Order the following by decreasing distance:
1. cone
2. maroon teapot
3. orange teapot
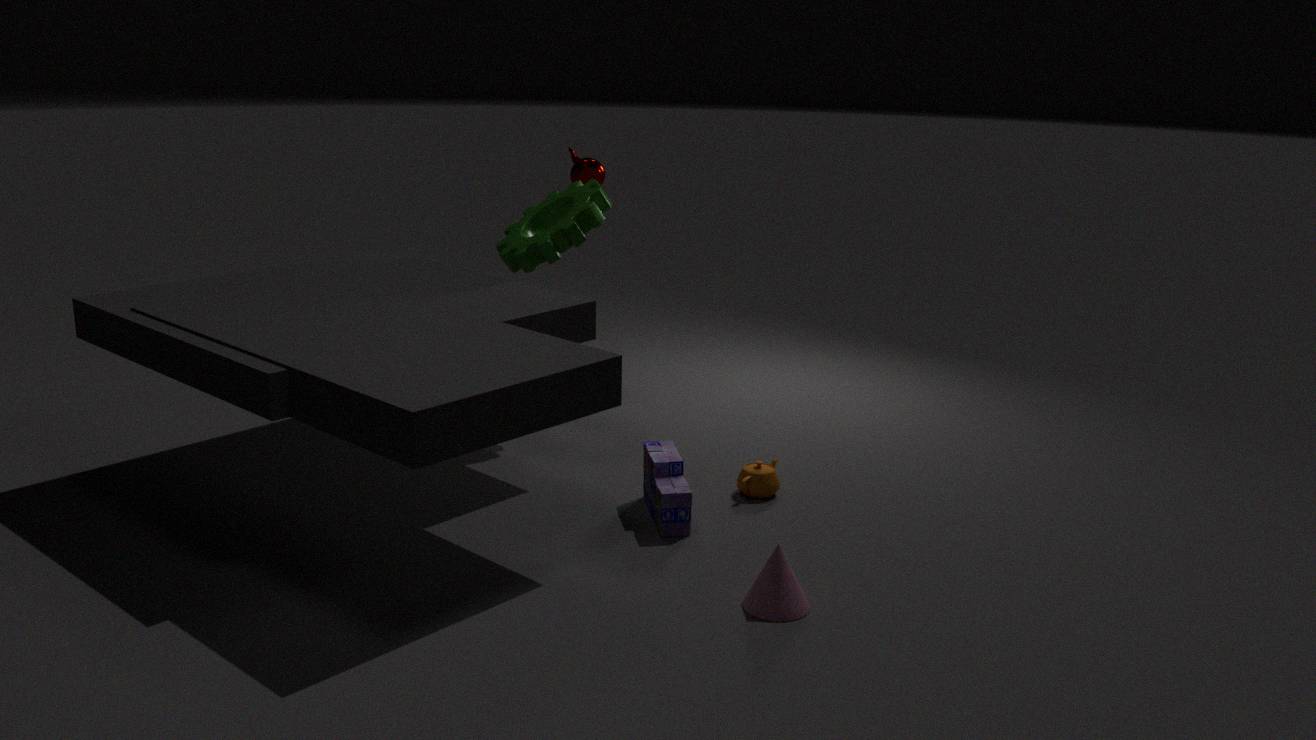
maroon teapot, orange teapot, cone
